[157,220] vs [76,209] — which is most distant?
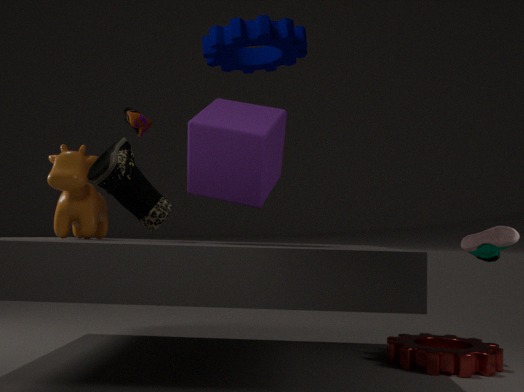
[76,209]
